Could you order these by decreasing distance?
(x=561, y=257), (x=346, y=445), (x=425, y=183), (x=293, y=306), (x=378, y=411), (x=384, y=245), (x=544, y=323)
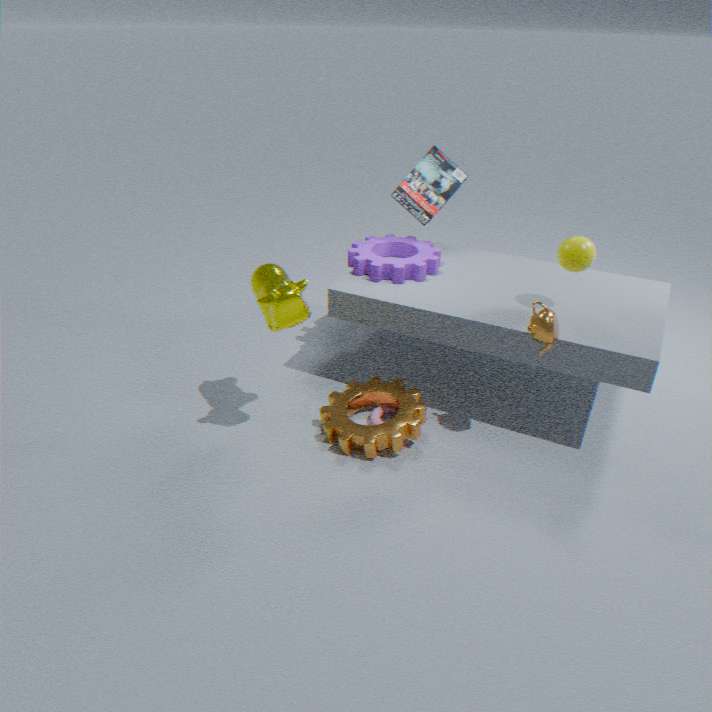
1. (x=384, y=245)
2. (x=425, y=183)
3. (x=378, y=411)
4. (x=561, y=257)
5. (x=346, y=445)
6. (x=544, y=323)
7. (x=293, y=306)
